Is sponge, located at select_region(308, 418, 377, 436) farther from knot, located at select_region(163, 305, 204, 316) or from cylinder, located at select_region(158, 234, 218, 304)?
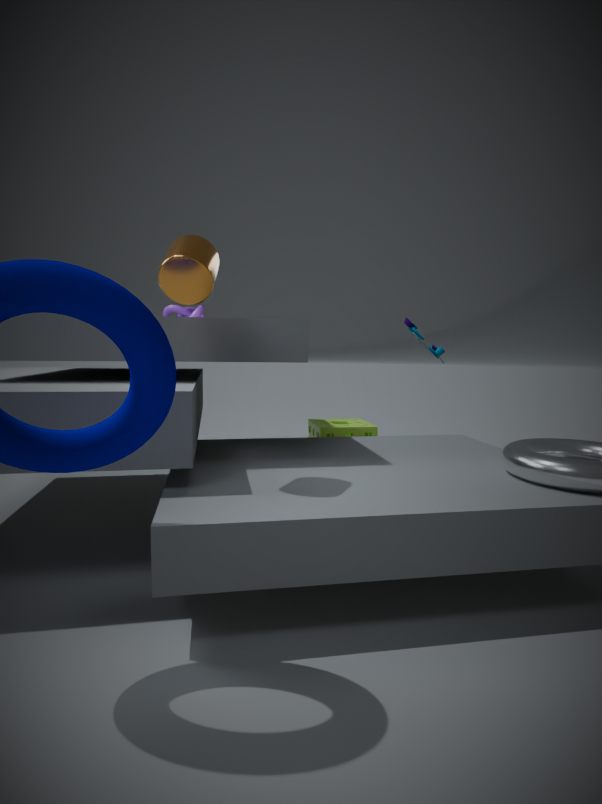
cylinder, located at select_region(158, 234, 218, 304)
